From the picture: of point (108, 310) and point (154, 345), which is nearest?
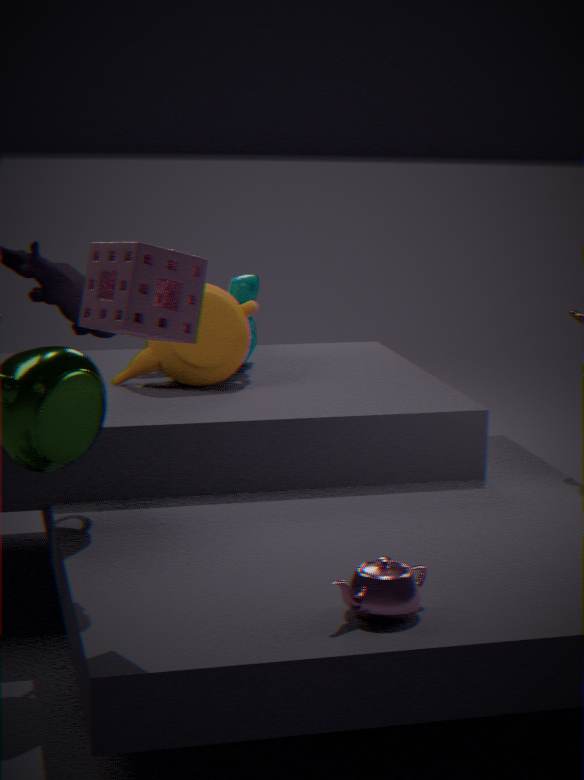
point (108, 310)
